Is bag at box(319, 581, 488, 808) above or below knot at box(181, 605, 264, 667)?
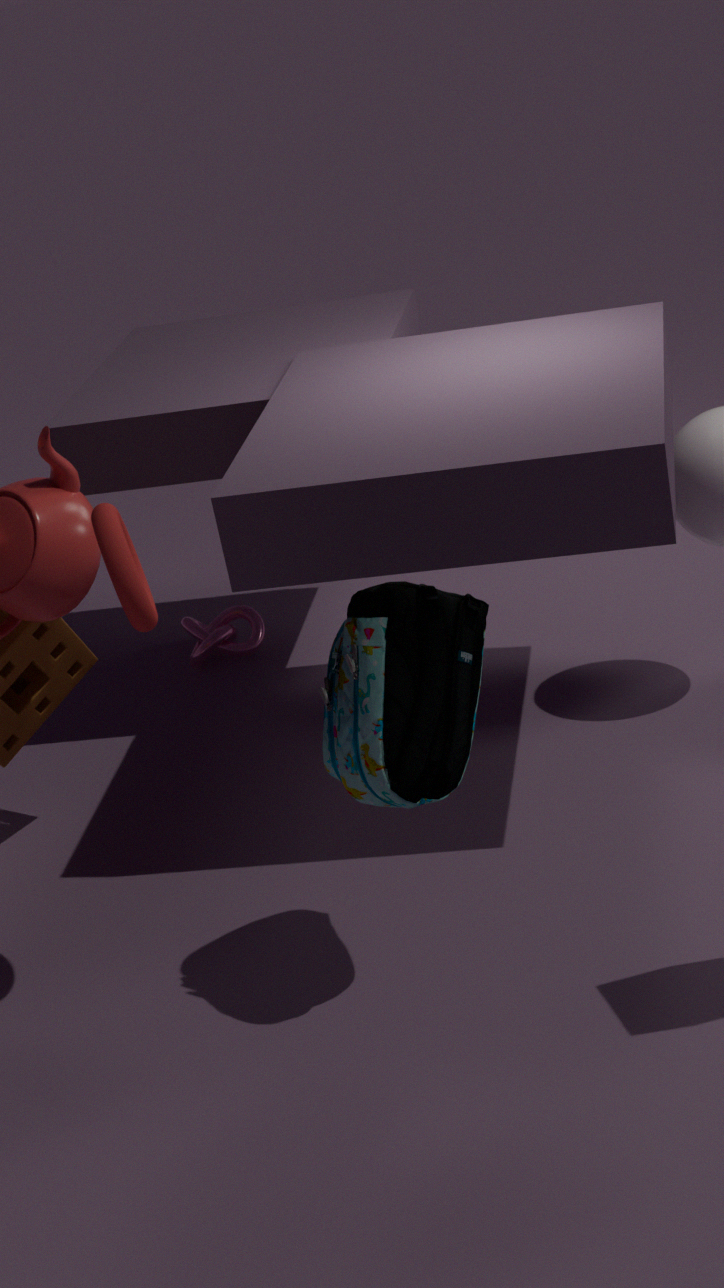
above
